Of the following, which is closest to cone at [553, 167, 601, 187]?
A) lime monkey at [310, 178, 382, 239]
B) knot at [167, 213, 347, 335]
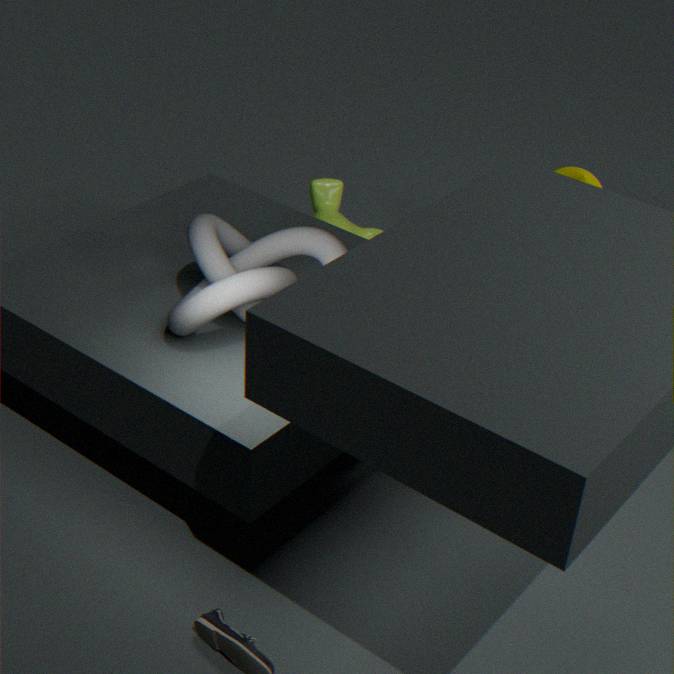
lime monkey at [310, 178, 382, 239]
